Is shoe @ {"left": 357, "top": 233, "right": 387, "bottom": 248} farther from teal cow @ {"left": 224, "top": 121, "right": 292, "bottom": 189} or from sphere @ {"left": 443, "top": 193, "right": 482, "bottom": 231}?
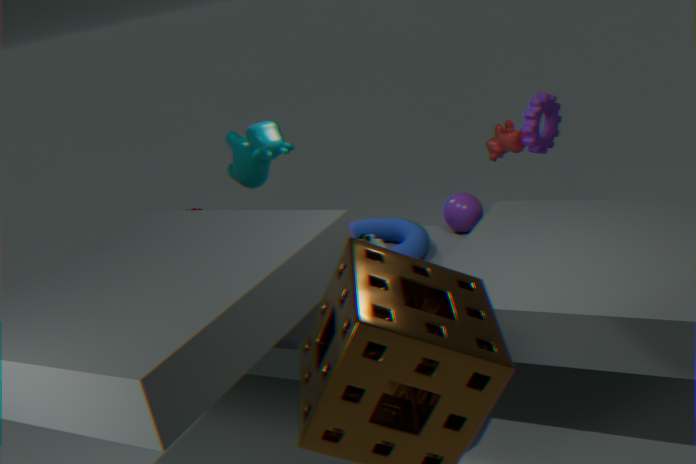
teal cow @ {"left": 224, "top": 121, "right": 292, "bottom": 189}
